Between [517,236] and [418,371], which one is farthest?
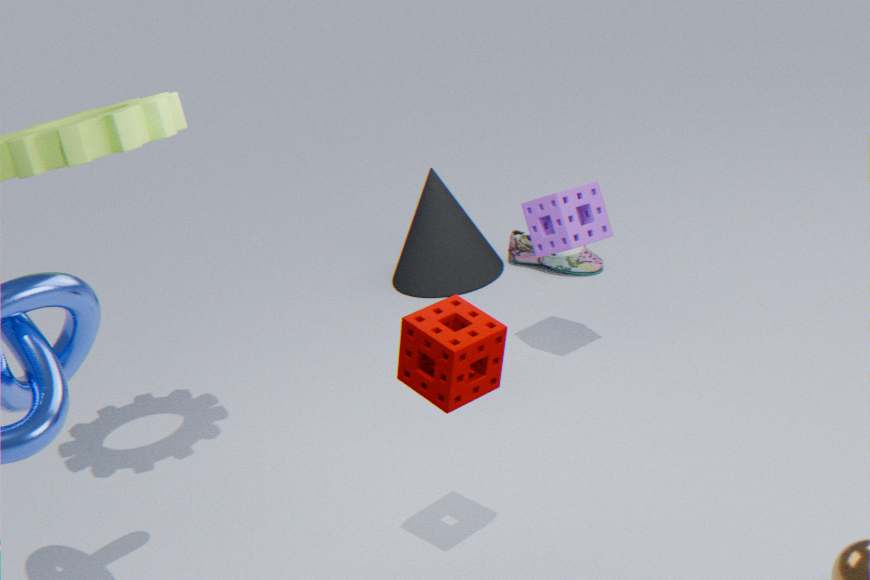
[517,236]
